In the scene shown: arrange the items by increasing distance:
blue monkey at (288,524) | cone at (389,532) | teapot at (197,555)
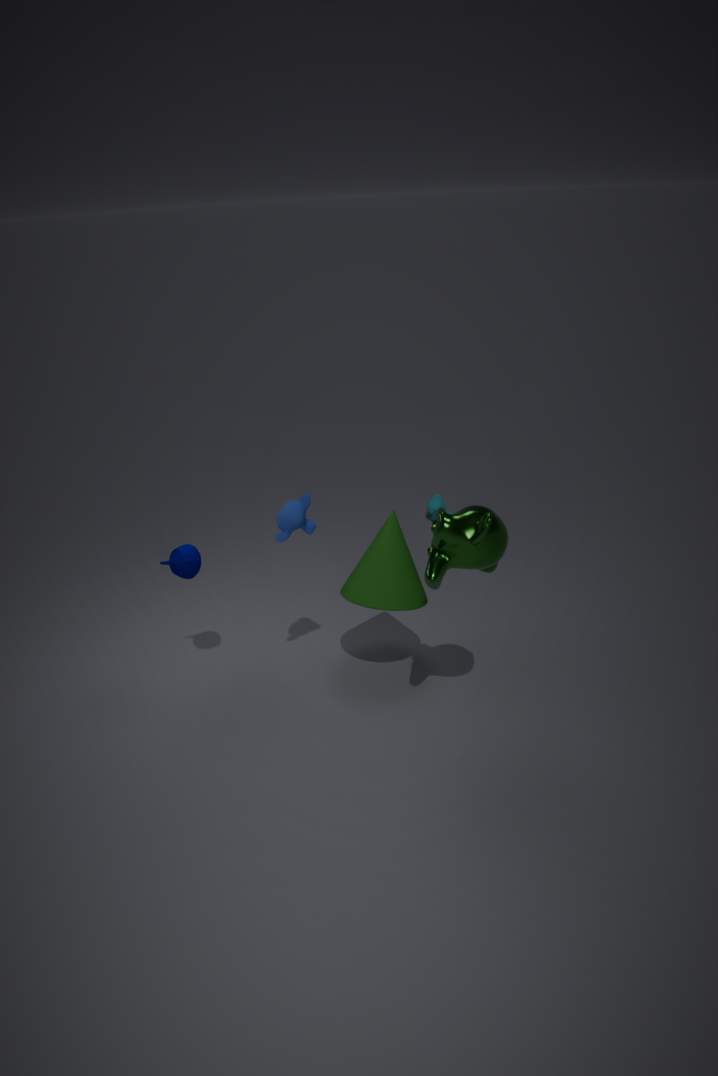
blue monkey at (288,524)
teapot at (197,555)
cone at (389,532)
